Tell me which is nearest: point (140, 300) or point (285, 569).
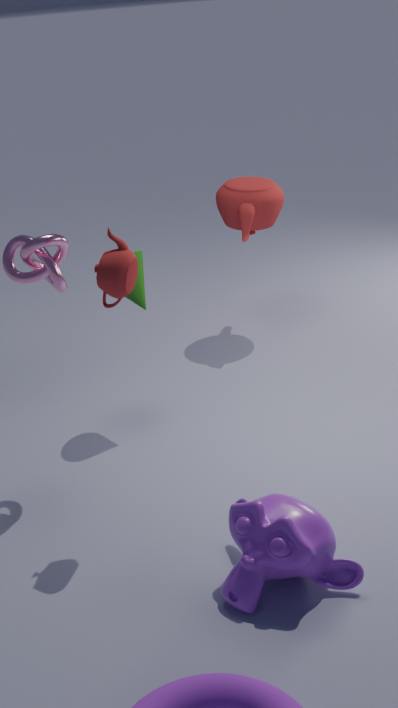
point (285, 569)
